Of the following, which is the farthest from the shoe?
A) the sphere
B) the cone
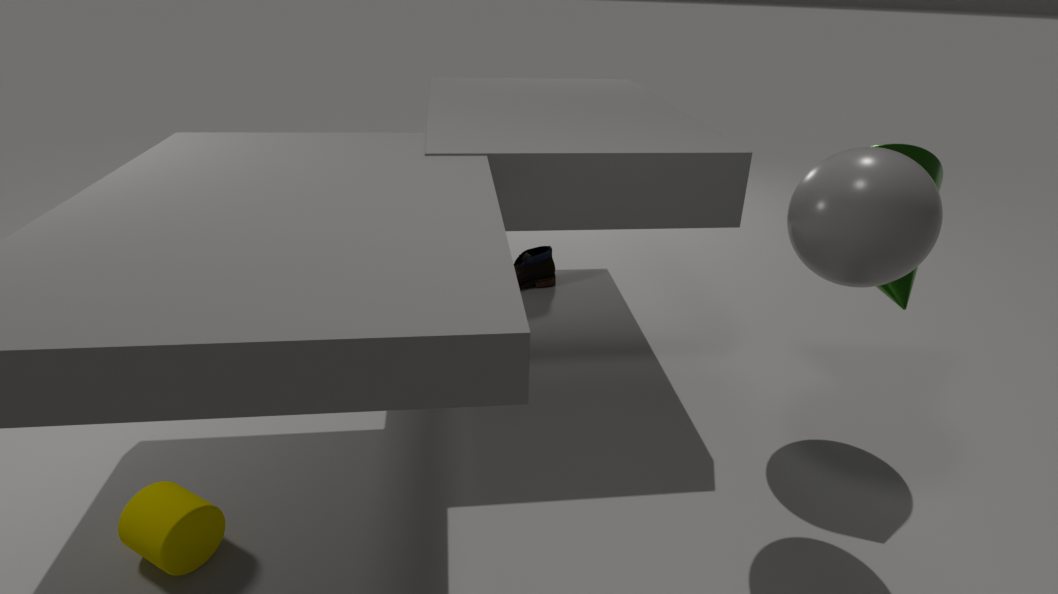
the sphere
